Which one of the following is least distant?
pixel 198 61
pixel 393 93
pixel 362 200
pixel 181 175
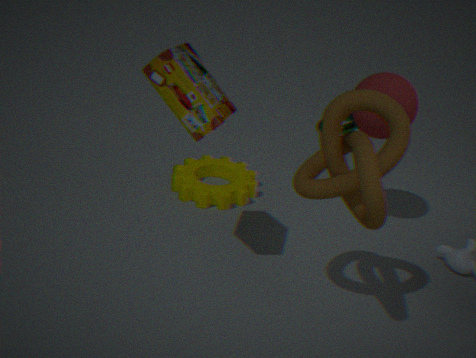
pixel 362 200
